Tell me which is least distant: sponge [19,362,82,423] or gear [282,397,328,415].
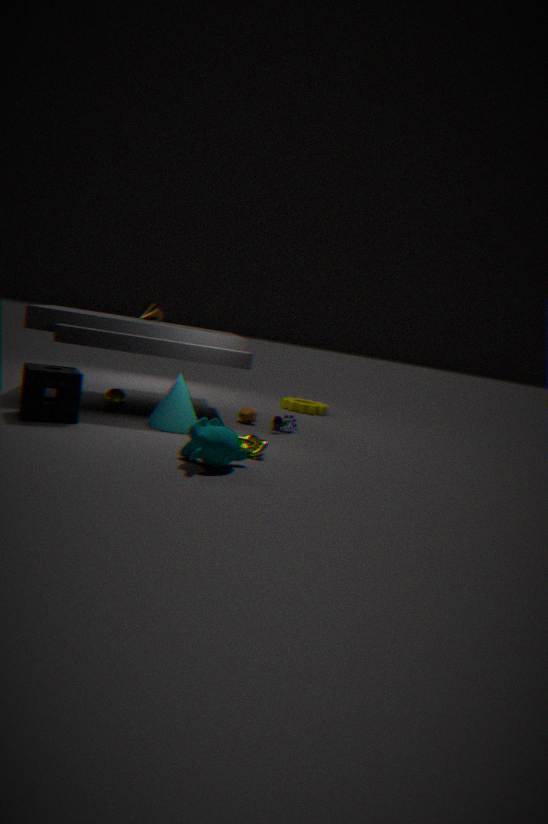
sponge [19,362,82,423]
